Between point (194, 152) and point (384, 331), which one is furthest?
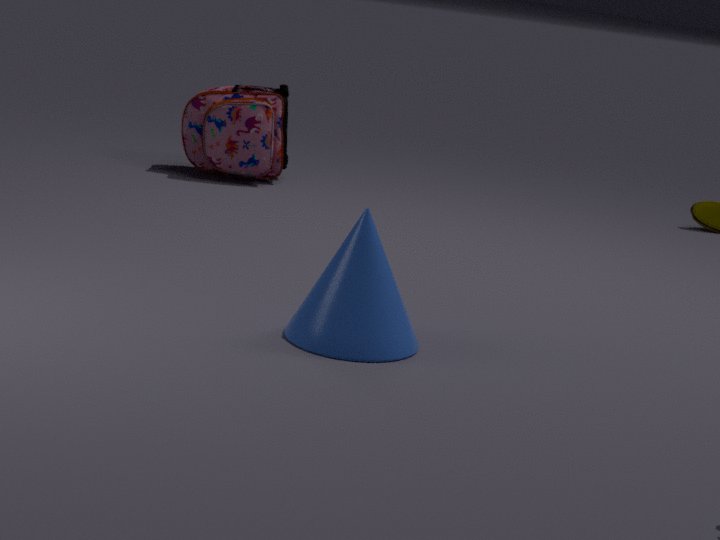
point (194, 152)
